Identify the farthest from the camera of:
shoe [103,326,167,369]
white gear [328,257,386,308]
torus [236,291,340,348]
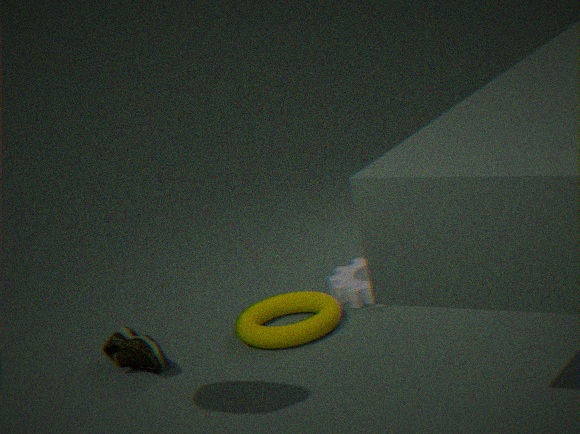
white gear [328,257,386,308]
